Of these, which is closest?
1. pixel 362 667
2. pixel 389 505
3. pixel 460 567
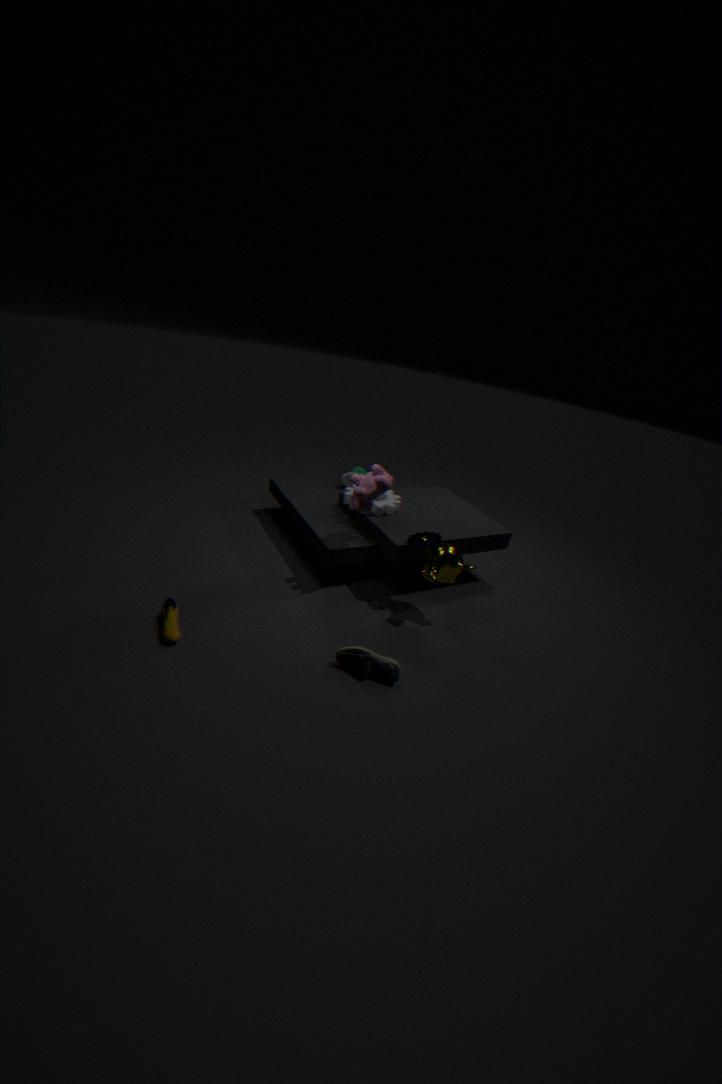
pixel 362 667
